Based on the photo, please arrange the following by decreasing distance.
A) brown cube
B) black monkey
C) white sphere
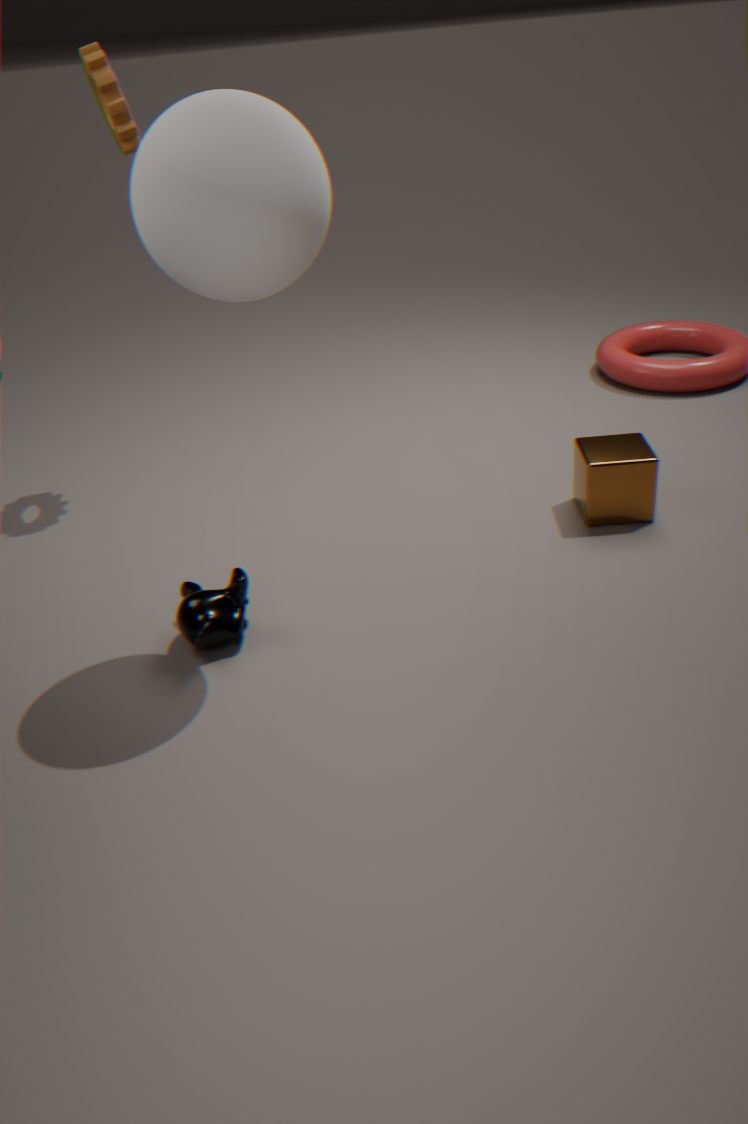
brown cube, black monkey, white sphere
